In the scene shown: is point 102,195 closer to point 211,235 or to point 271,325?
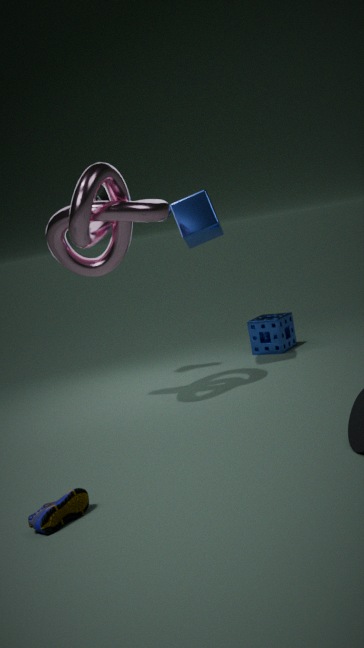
point 211,235
